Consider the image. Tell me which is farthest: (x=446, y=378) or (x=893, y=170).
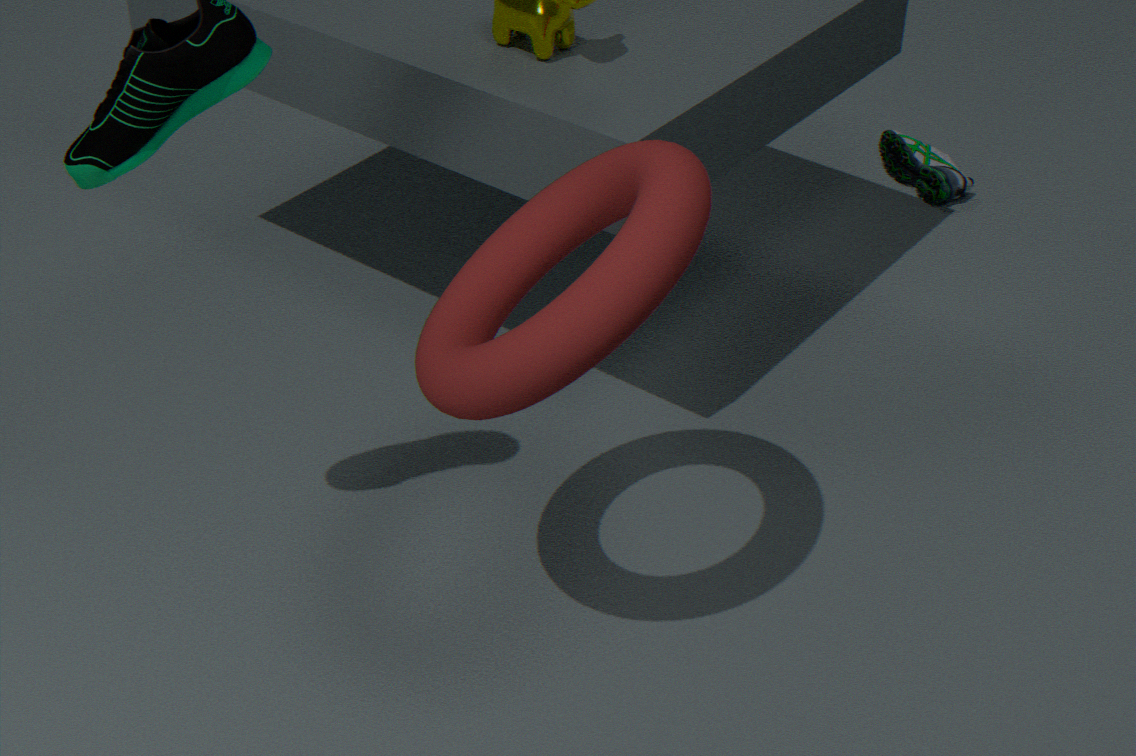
(x=893, y=170)
